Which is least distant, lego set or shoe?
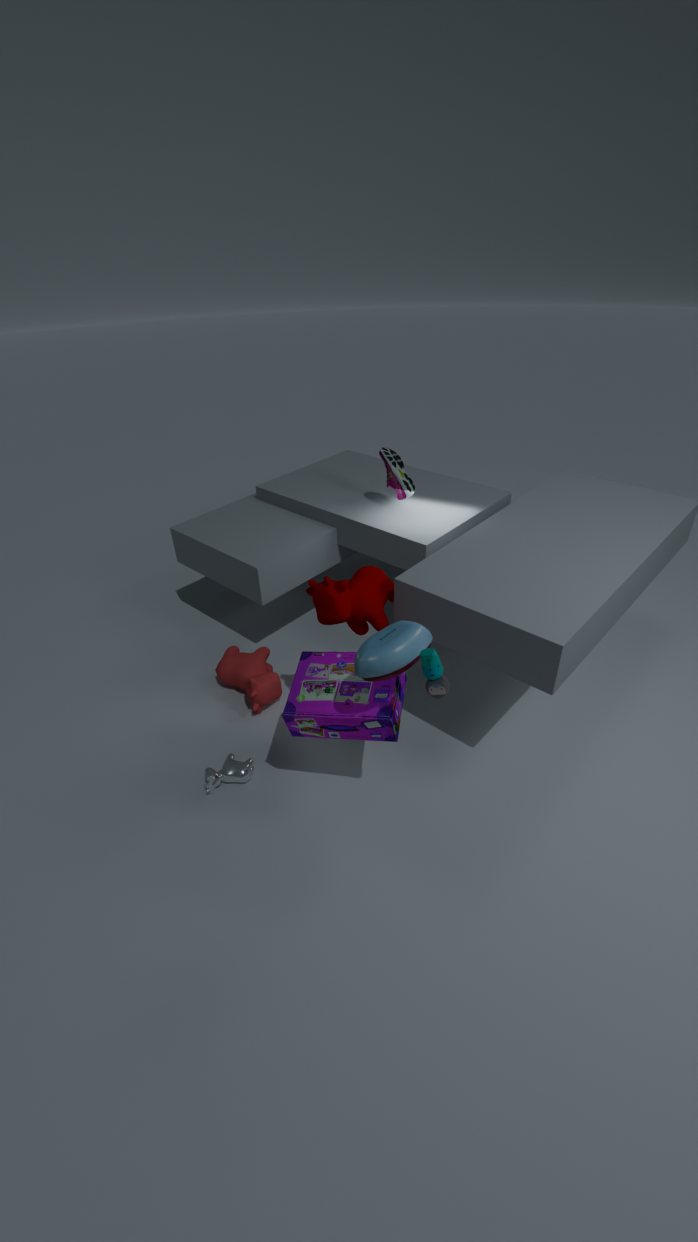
lego set
